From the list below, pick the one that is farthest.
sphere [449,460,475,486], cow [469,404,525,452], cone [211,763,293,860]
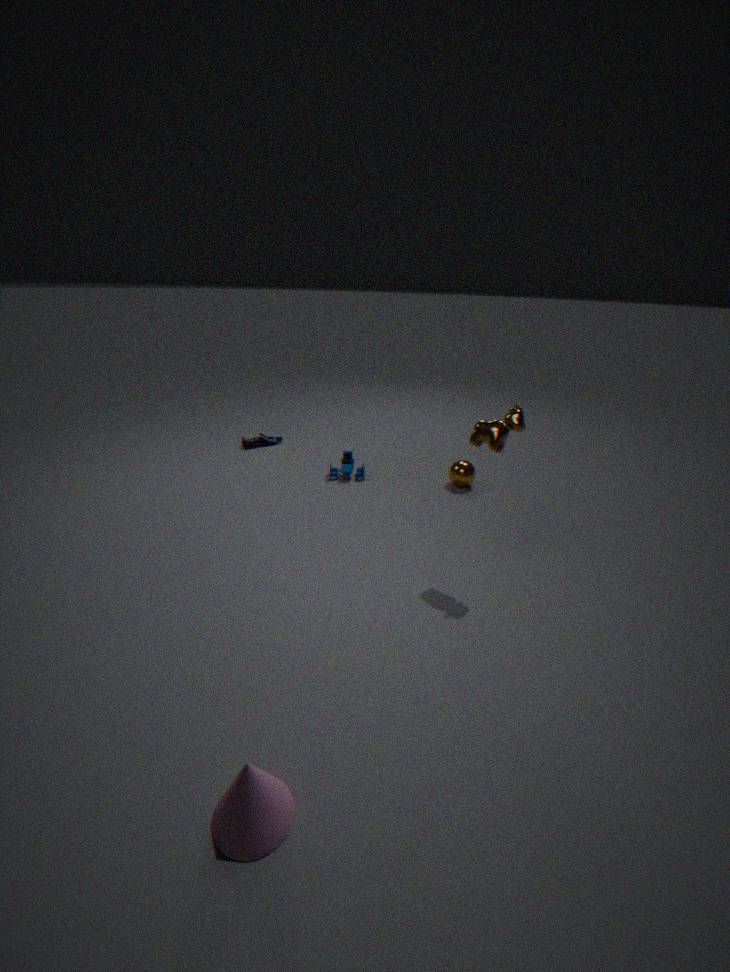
sphere [449,460,475,486]
